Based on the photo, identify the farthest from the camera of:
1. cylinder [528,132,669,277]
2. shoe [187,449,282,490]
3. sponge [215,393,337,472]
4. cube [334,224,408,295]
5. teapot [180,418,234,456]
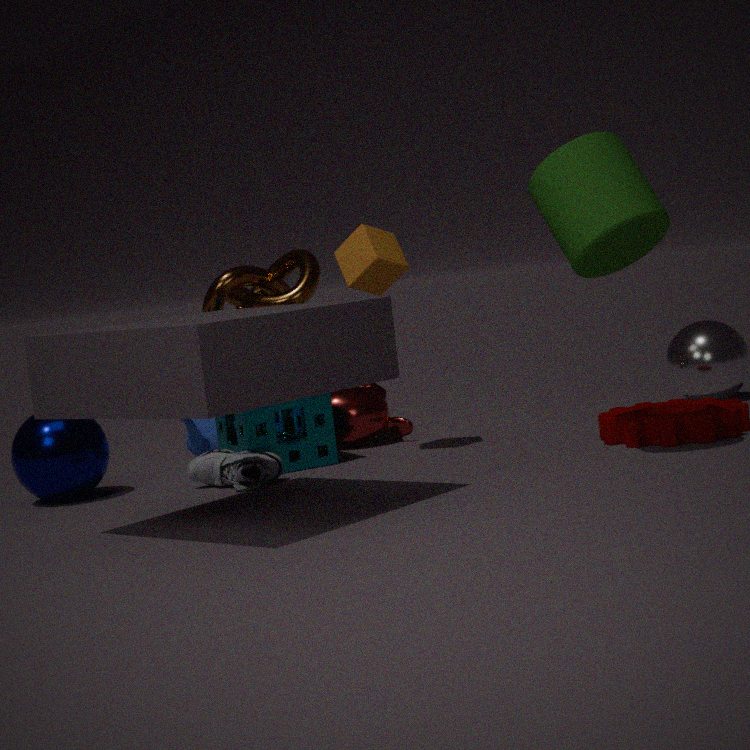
teapot [180,418,234,456]
